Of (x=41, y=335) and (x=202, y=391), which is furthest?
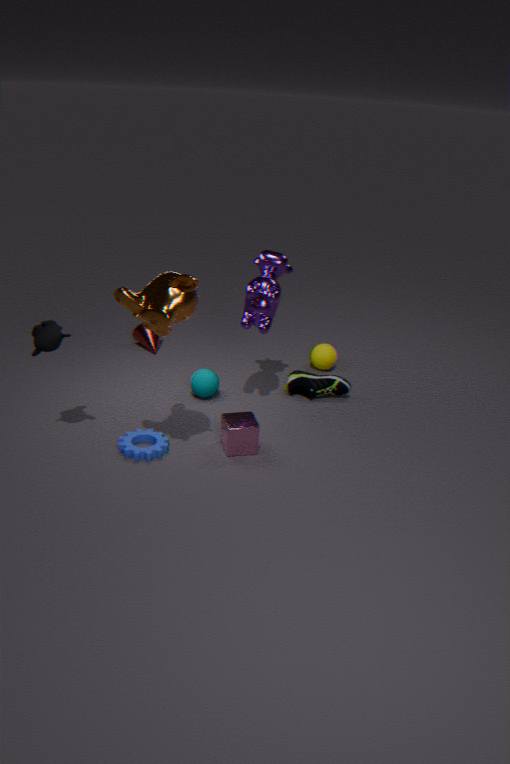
(x=202, y=391)
